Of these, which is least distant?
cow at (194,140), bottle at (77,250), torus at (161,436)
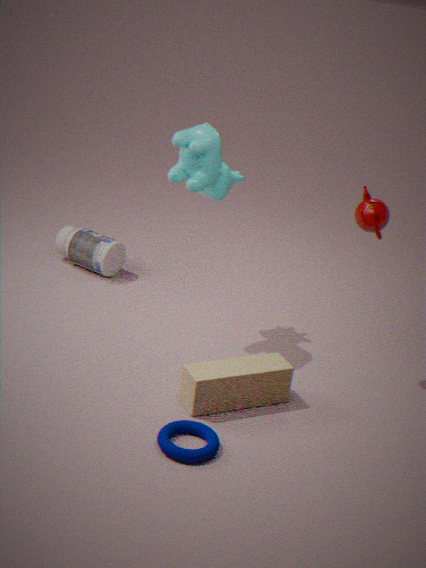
torus at (161,436)
